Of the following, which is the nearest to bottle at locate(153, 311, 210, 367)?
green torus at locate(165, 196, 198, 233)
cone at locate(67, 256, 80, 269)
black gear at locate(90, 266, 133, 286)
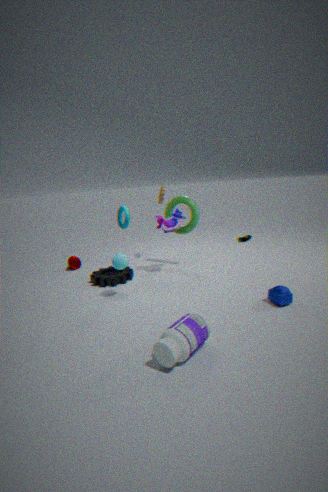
black gear at locate(90, 266, 133, 286)
